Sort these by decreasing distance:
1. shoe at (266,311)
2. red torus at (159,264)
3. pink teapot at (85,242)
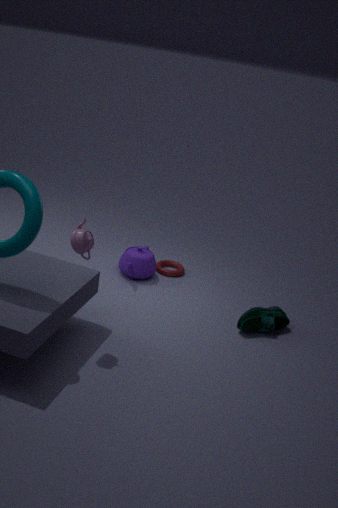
red torus at (159,264)
shoe at (266,311)
pink teapot at (85,242)
